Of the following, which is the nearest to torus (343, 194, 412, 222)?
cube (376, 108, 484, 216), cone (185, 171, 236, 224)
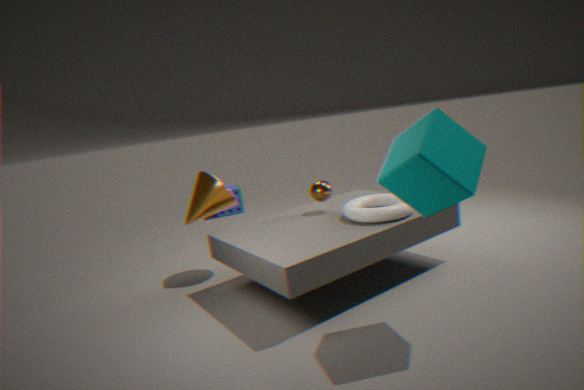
cube (376, 108, 484, 216)
